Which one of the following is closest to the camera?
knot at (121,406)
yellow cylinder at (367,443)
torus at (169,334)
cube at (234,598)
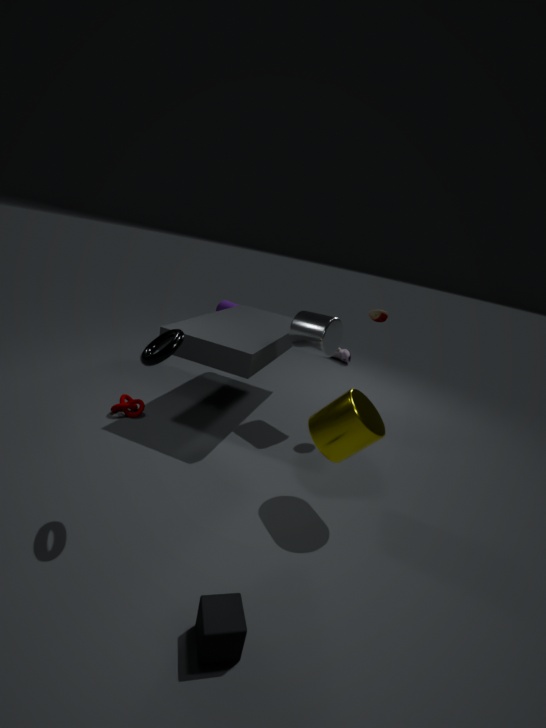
cube at (234,598)
